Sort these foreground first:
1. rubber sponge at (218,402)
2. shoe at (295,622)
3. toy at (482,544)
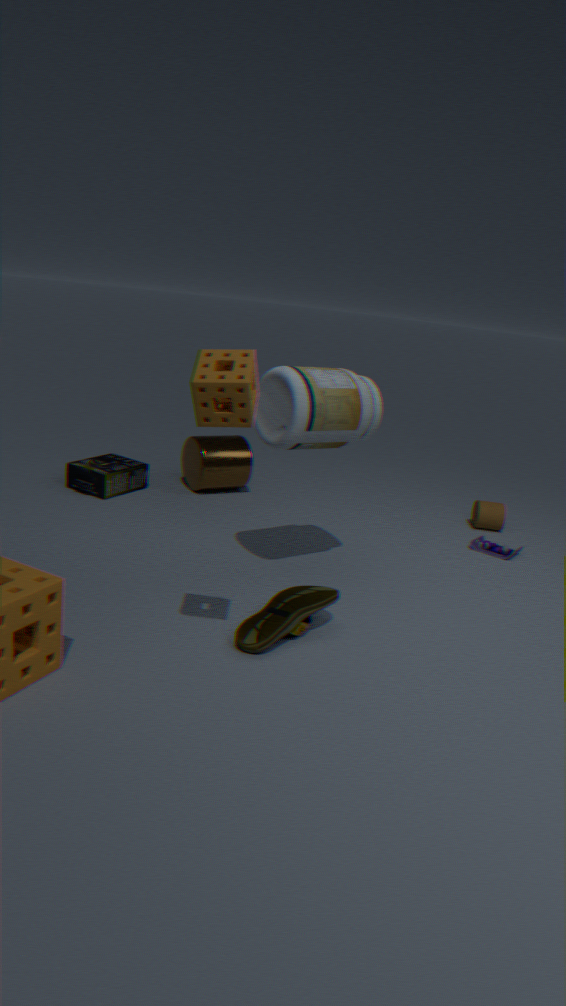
rubber sponge at (218,402) → shoe at (295,622) → toy at (482,544)
